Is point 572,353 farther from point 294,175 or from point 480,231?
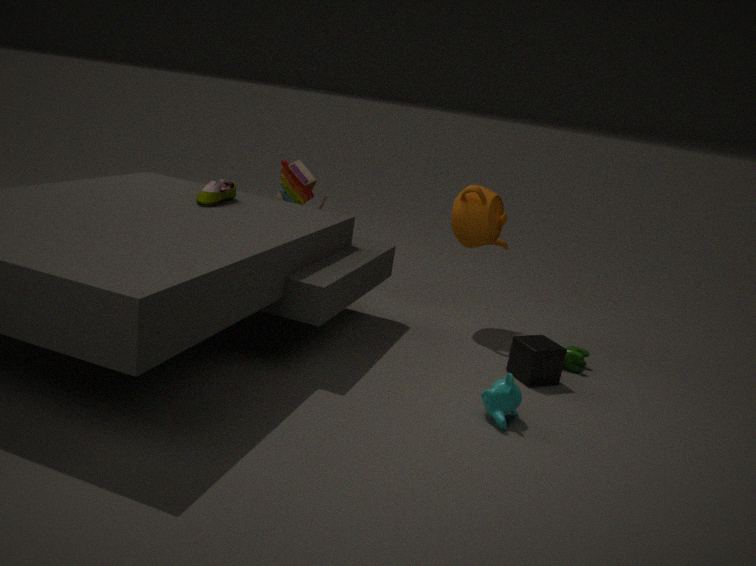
point 294,175
